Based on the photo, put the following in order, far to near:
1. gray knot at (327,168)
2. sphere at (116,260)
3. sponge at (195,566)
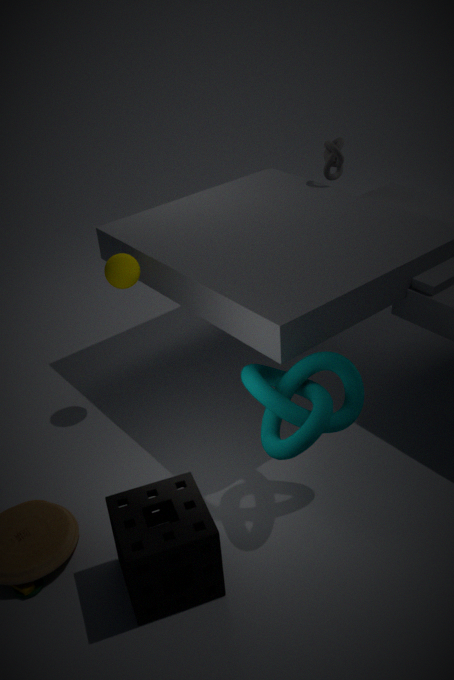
gray knot at (327,168)
sphere at (116,260)
sponge at (195,566)
